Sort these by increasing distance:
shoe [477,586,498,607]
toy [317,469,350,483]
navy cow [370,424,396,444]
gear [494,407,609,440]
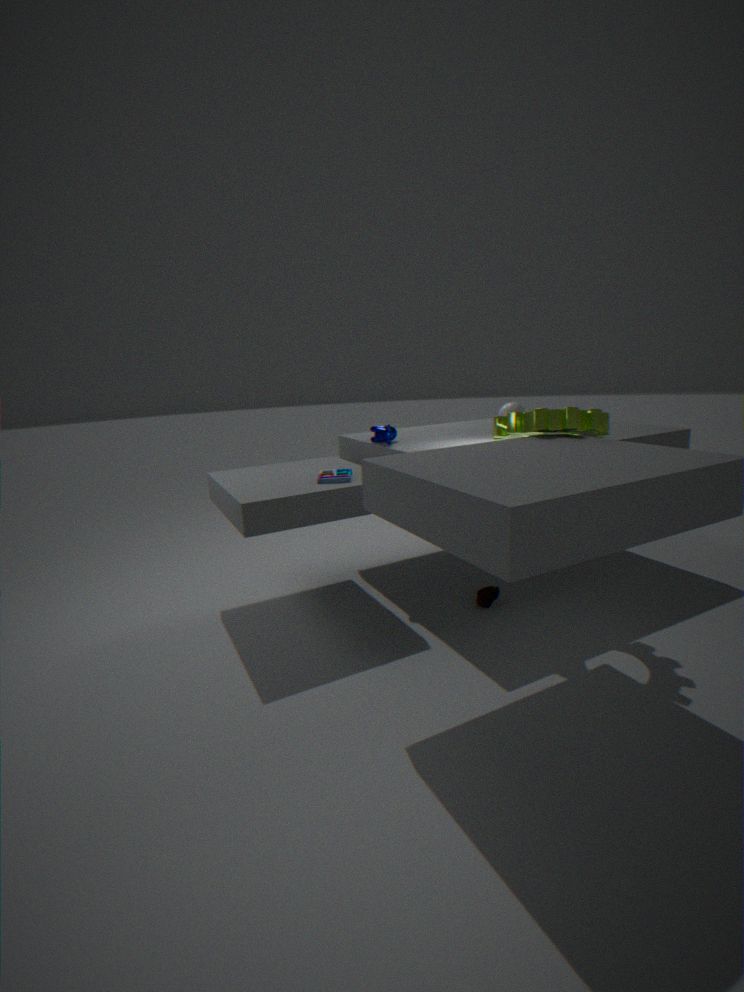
gear [494,407,609,440] < toy [317,469,350,483] < shoe [477,586,498,607] < navy cow [370,424,396,444]
